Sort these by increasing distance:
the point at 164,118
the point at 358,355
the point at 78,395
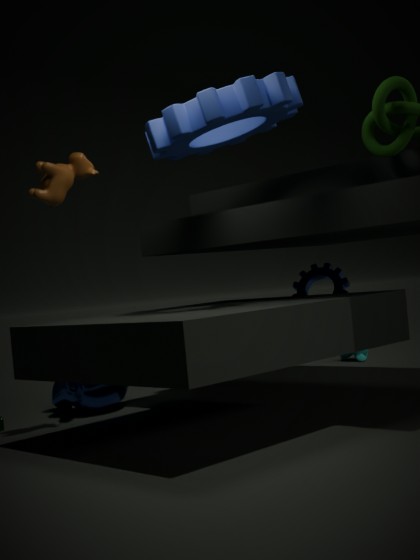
the point at 164,118
the point at 78,395
the point at 358,355
